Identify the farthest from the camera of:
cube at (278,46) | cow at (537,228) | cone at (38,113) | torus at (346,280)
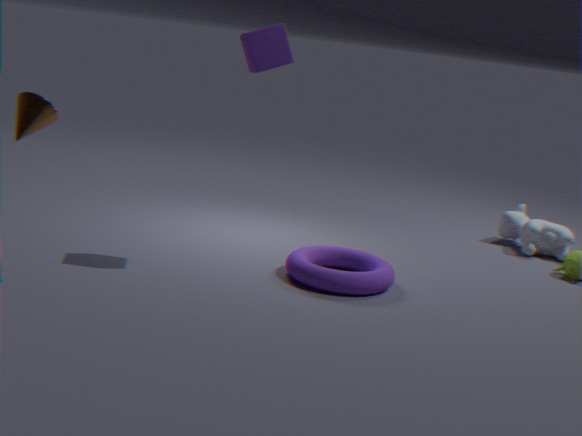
cow at (537,228)
